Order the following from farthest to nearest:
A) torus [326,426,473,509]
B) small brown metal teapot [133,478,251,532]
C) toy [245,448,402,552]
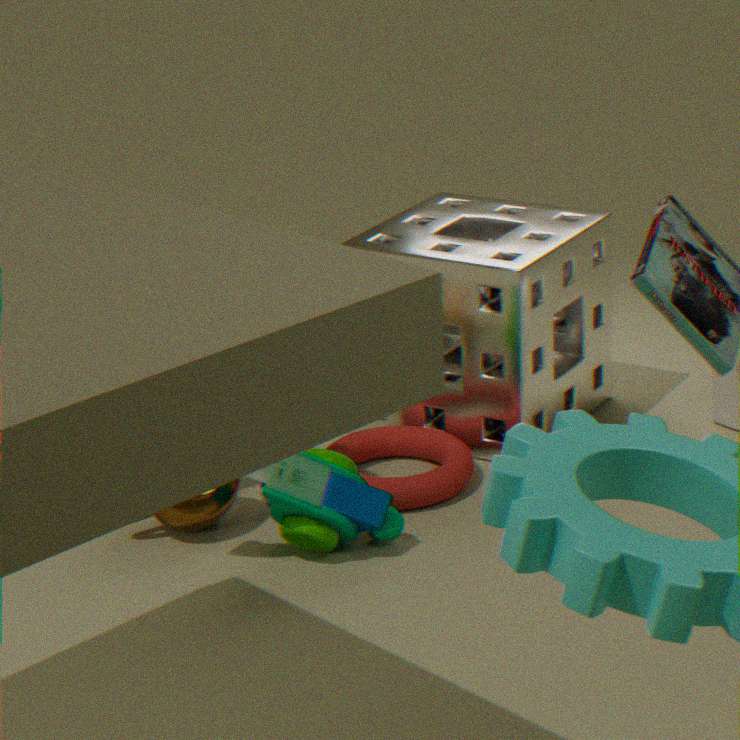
torus [326,426,473,509]
small brown metal teapot [133,478,251,532]
toy [245,448,402,552]
